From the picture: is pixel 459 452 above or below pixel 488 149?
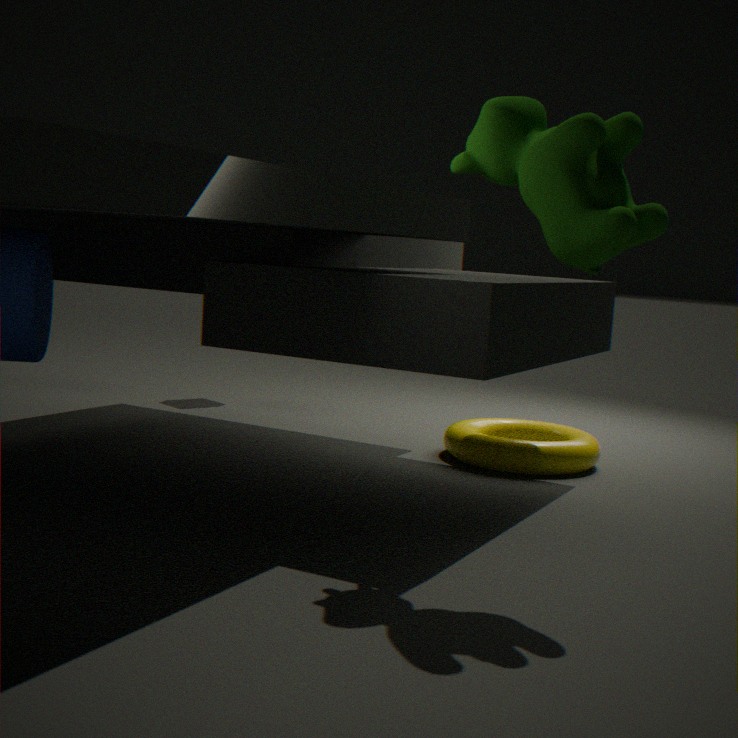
below
